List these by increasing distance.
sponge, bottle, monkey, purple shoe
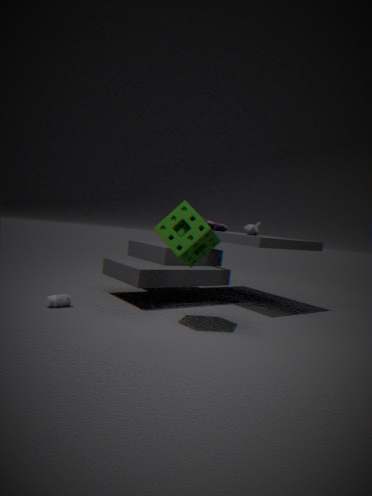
sponge
bottle
monkey
purple shoe
